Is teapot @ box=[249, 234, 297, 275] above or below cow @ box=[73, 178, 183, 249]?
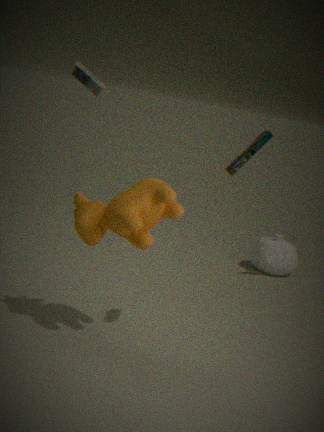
below
